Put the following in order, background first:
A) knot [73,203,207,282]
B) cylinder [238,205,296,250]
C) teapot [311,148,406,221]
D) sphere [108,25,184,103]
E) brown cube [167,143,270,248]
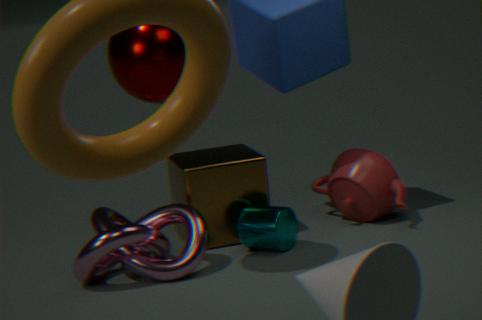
teapot [311,148,406,221], brown cube [167,143,270,248], cylinder [238,205,296,250], knot [73,203,207,282], sphere [108,25,184,103]
